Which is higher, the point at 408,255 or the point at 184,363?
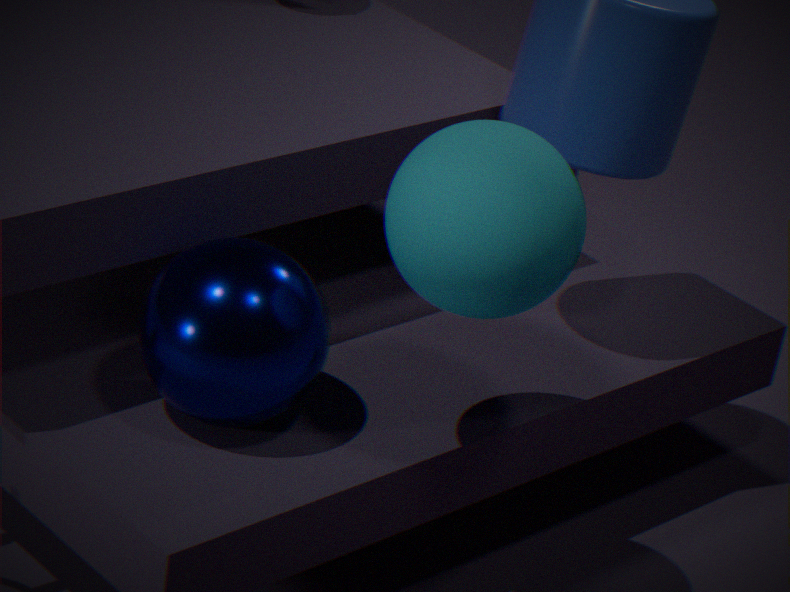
the point at 408,255
